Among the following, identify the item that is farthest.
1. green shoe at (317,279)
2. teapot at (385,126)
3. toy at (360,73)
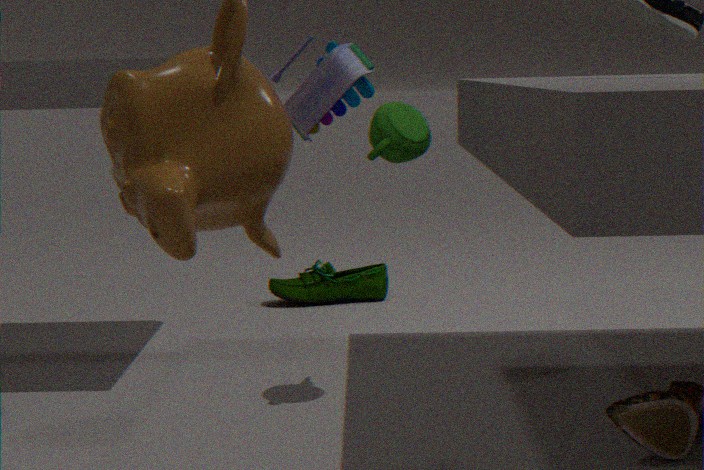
green shoe at (317,279)
